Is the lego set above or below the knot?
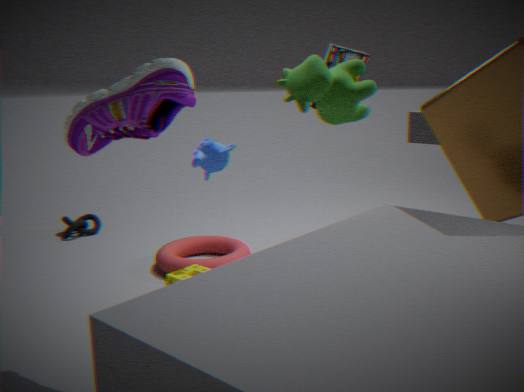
above
